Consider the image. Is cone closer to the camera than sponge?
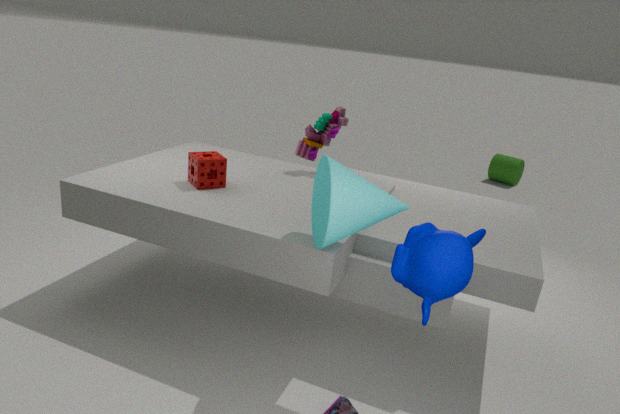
Yes
